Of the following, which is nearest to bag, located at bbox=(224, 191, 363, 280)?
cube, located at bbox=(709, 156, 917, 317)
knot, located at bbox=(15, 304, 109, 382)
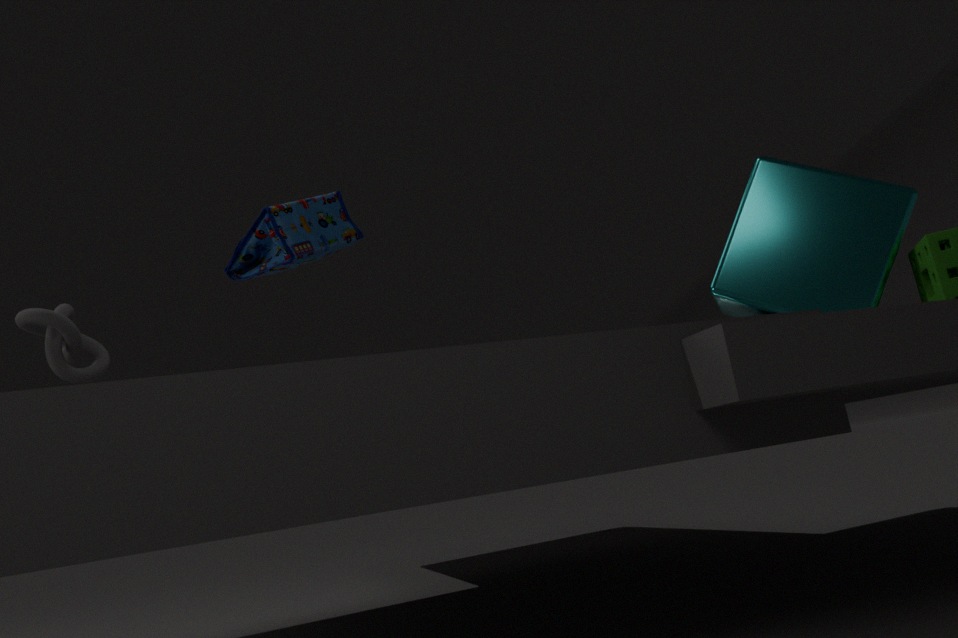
knot, located at bbox=(15, 304, 109, 382)
